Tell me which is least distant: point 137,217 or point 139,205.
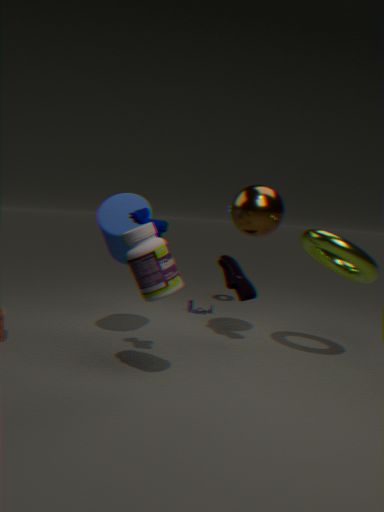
point 137,217
